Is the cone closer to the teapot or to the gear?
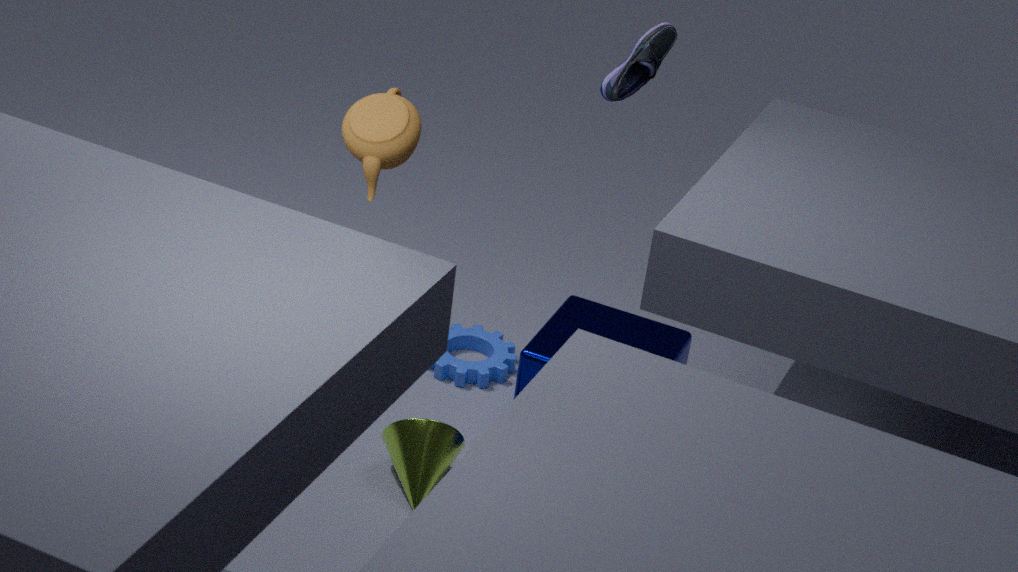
the gear
